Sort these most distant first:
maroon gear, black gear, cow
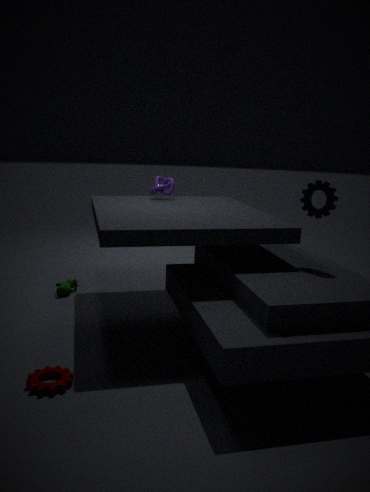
1. cow
2. black gear
3. maroon gear
